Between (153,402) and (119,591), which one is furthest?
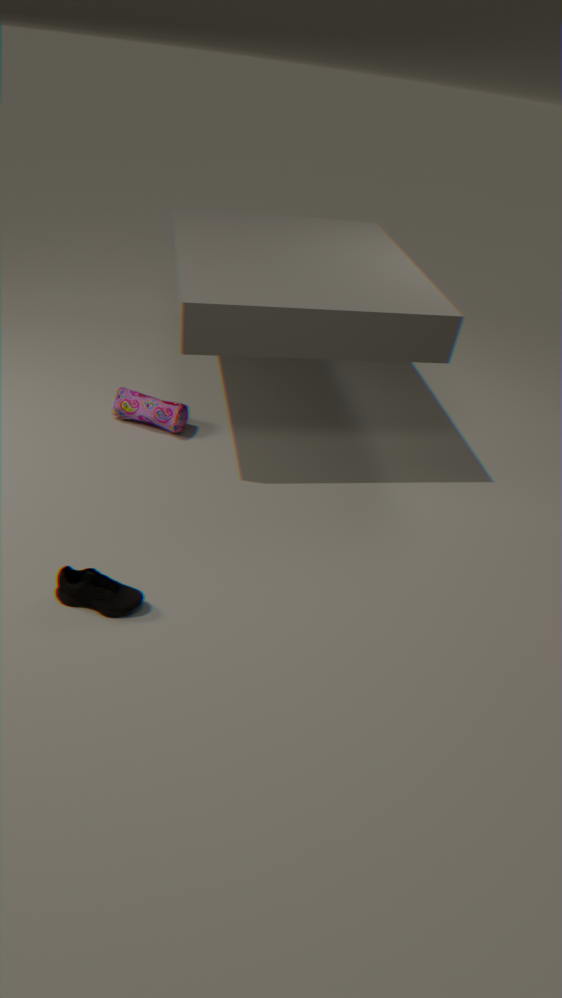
(153,402)
